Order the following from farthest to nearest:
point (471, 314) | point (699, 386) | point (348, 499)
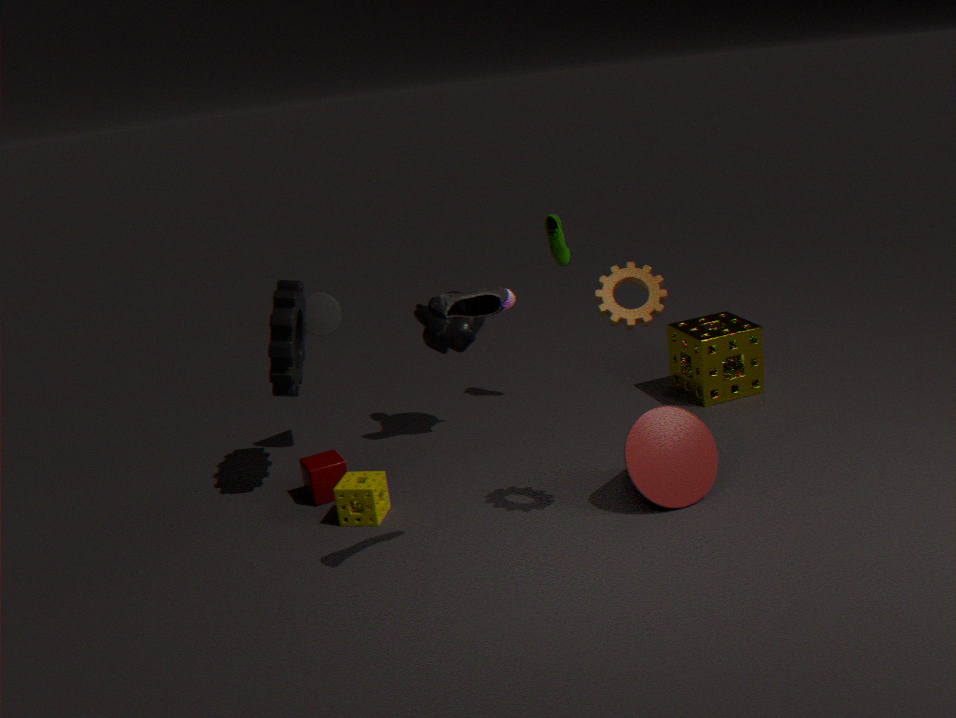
point (699, 386) < point (348, 499) < point (471, 314)
